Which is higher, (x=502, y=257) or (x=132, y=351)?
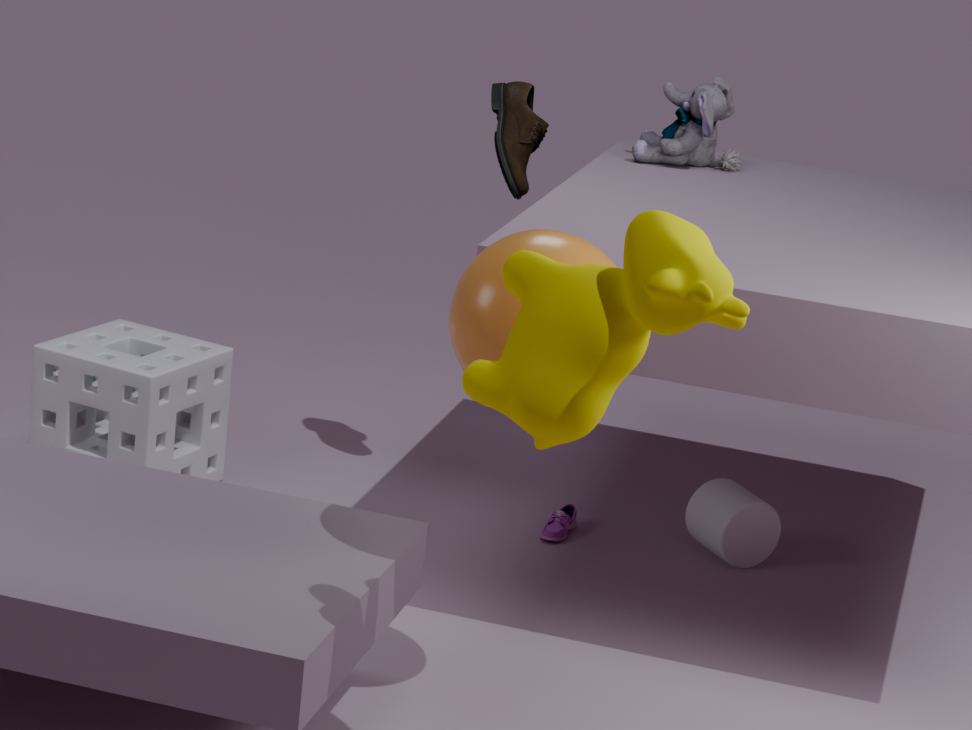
(x=502, y=257)
